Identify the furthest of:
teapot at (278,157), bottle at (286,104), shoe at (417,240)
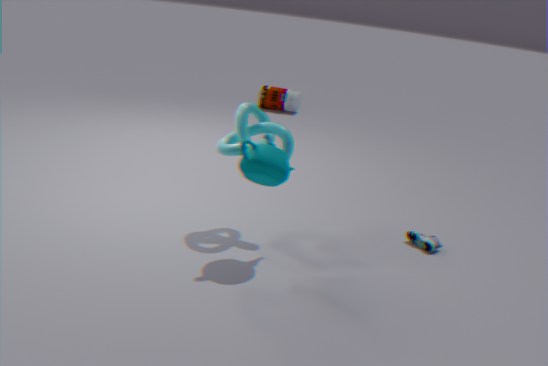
bottle at (286,104)
